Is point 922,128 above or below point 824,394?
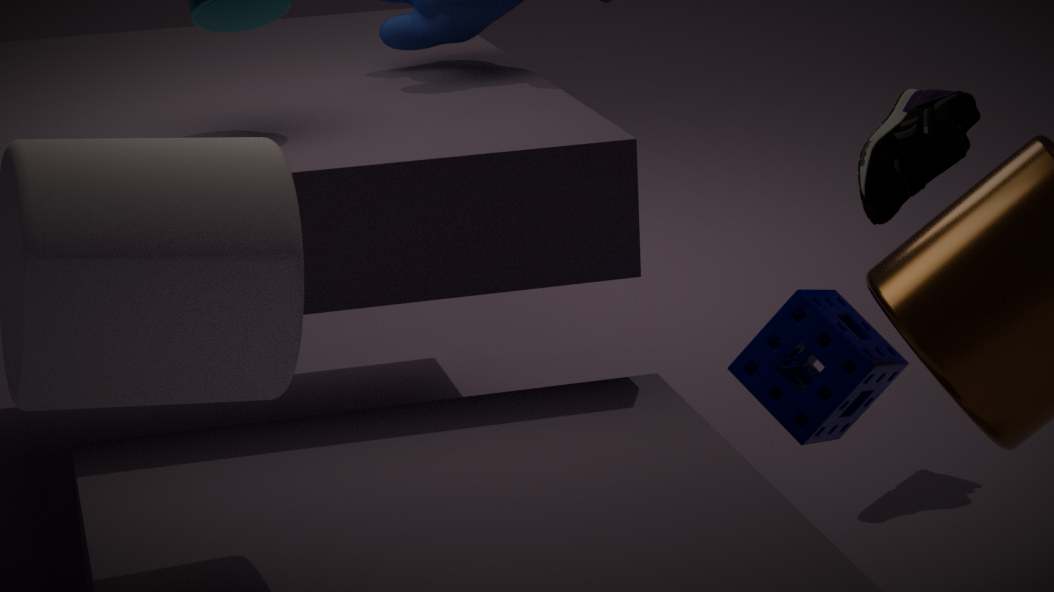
above
